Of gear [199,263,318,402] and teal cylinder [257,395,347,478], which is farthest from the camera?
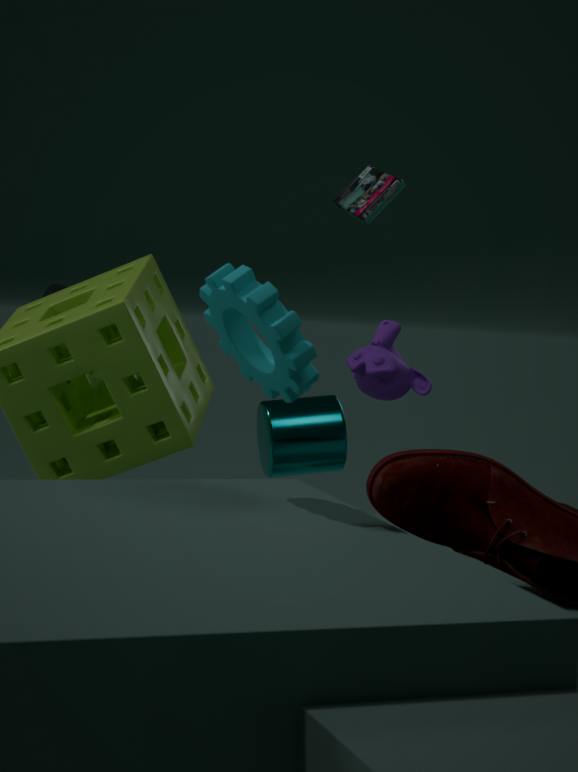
teal cylinder [257,395,347,478]
